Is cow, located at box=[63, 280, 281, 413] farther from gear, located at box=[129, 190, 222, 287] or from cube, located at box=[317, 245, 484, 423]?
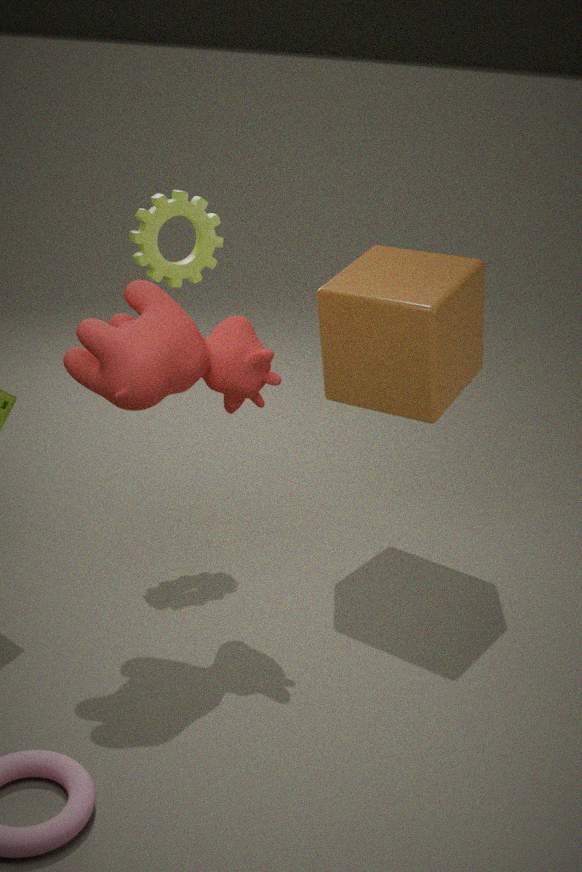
gear, located at box=[129, 190, 222, 287]
